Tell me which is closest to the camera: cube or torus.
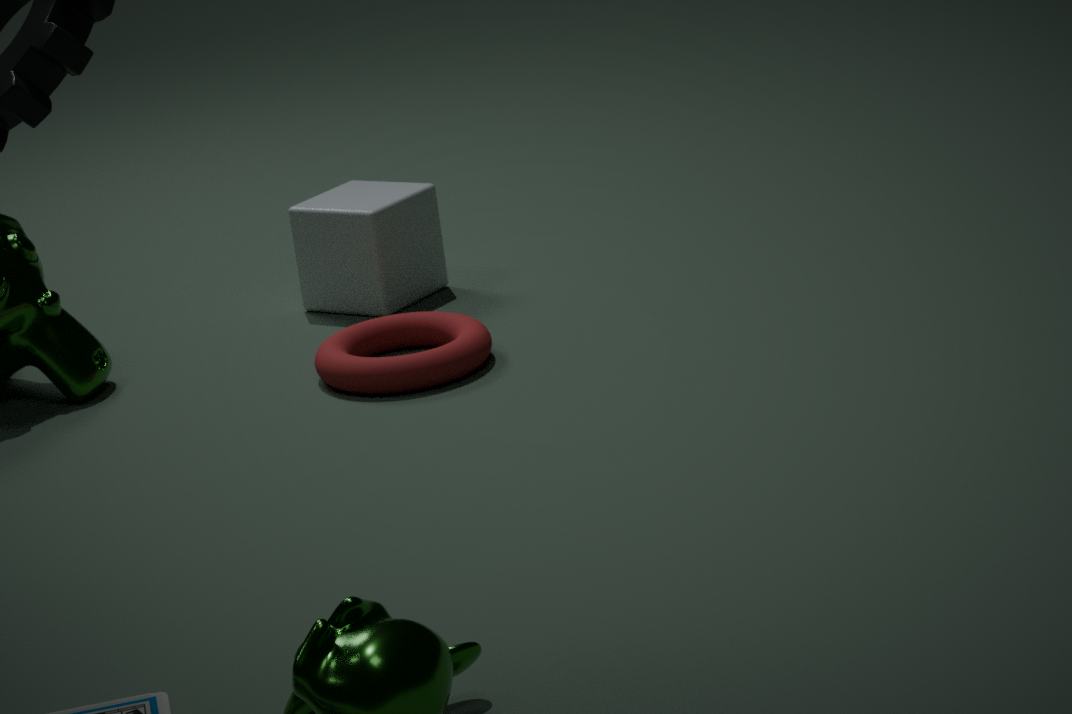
torus
